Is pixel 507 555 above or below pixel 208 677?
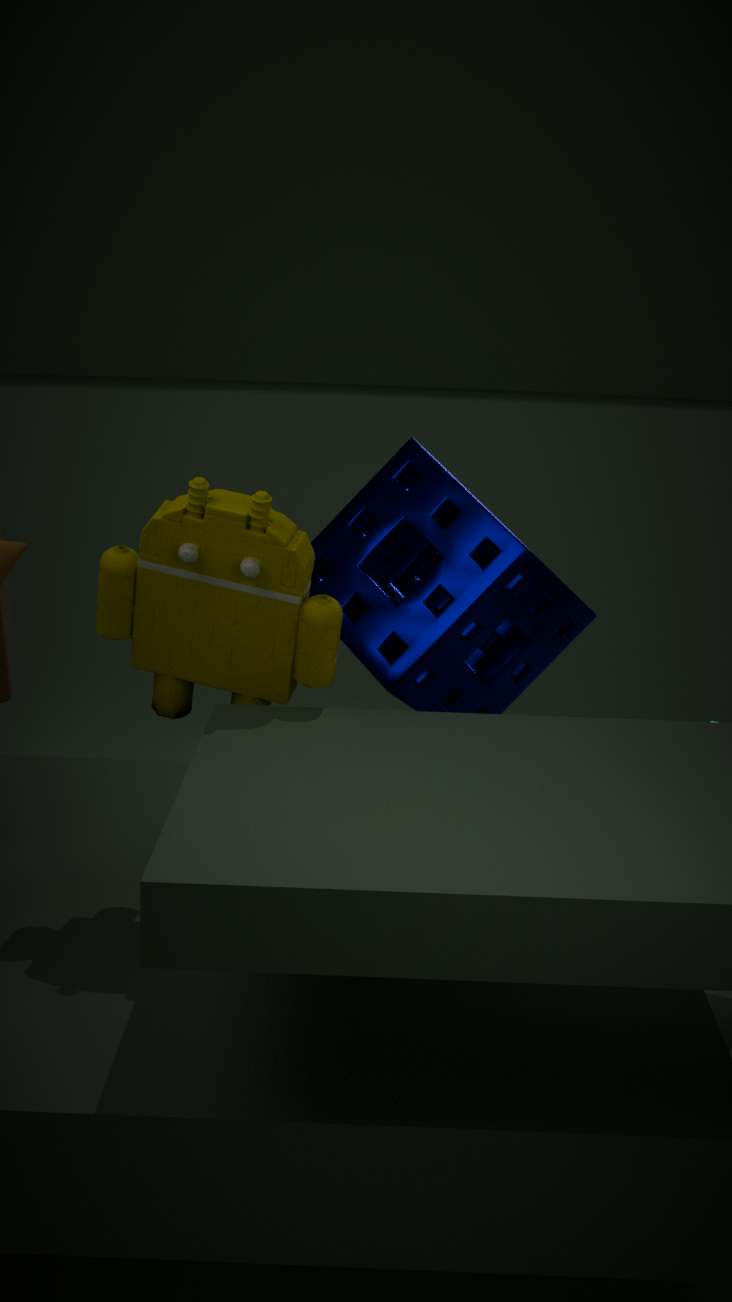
below
